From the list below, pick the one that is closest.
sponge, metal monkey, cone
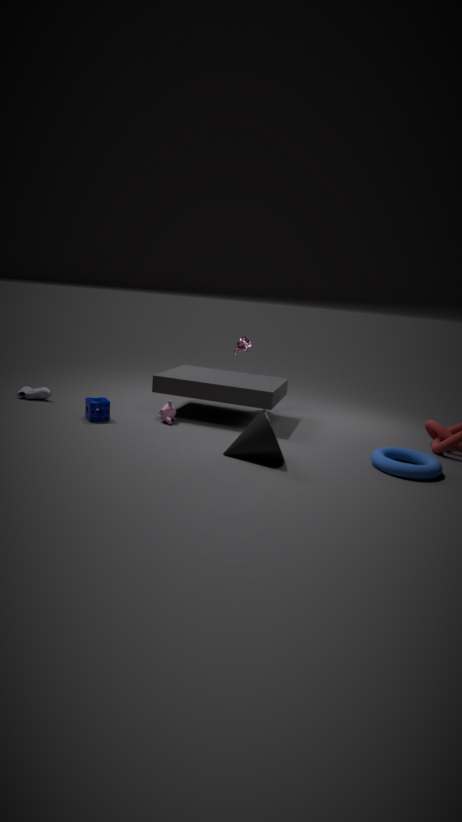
cone
